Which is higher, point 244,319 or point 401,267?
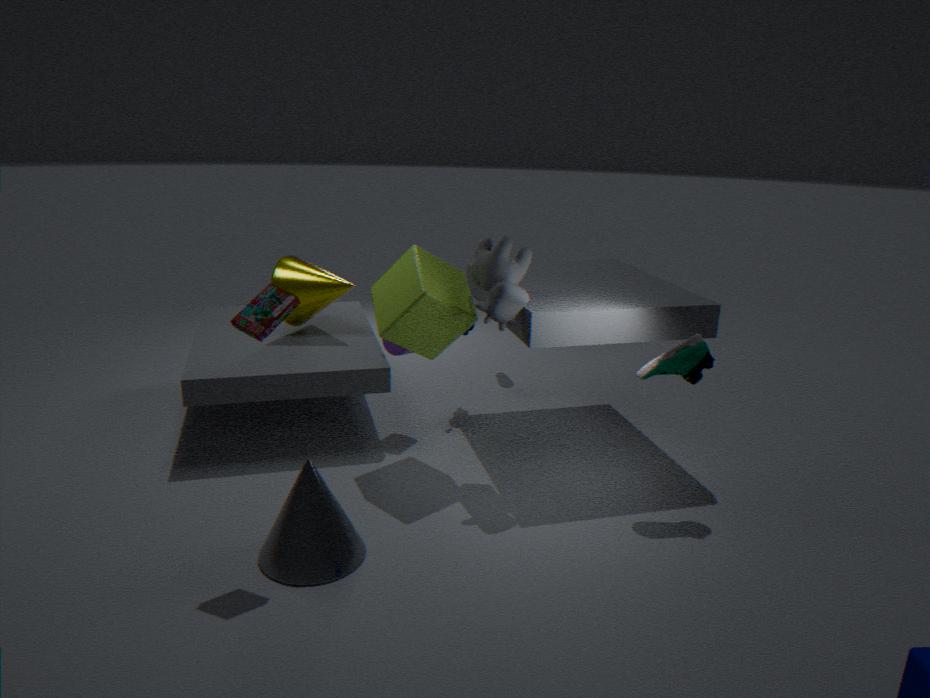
point 244,319
